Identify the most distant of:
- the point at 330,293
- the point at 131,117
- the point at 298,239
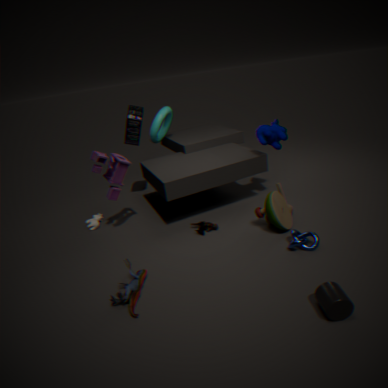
the point at 131,117
